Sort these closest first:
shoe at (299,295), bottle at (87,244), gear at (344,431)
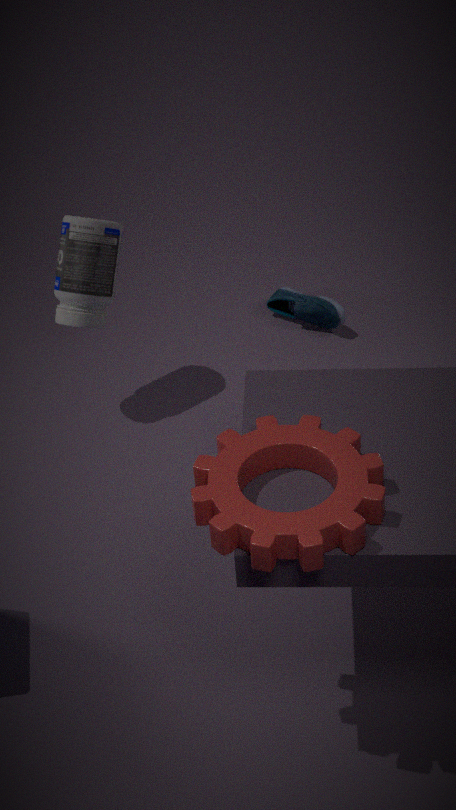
gear at (344,431) < bottle at (87,244) < shoe at (299,295)
